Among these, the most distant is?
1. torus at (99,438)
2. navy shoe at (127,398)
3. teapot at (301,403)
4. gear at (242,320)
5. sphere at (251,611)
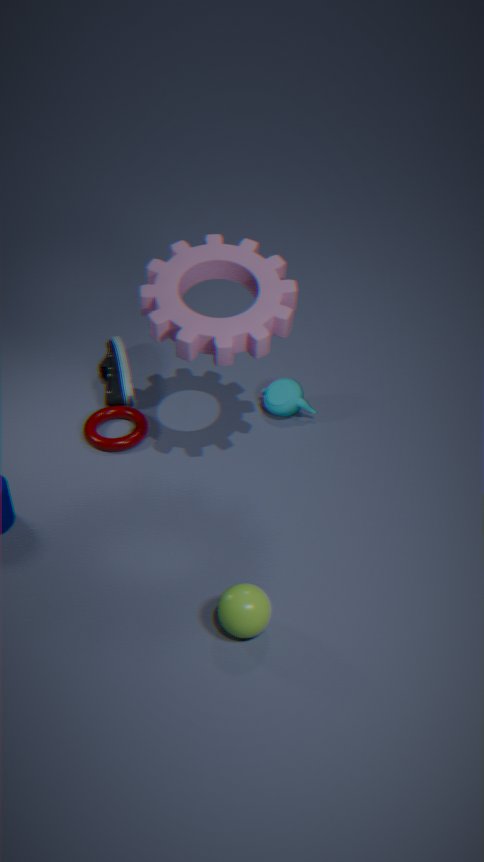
navy shoe at (127,398)
